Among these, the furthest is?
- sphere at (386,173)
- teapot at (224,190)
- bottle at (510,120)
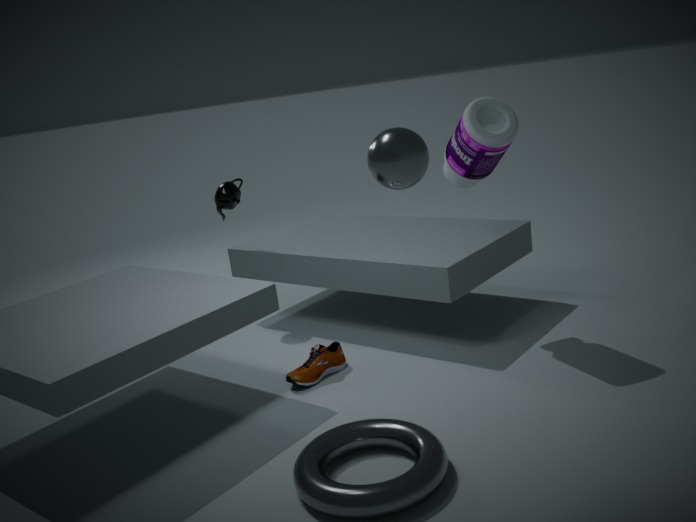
teapot at (224,190)
